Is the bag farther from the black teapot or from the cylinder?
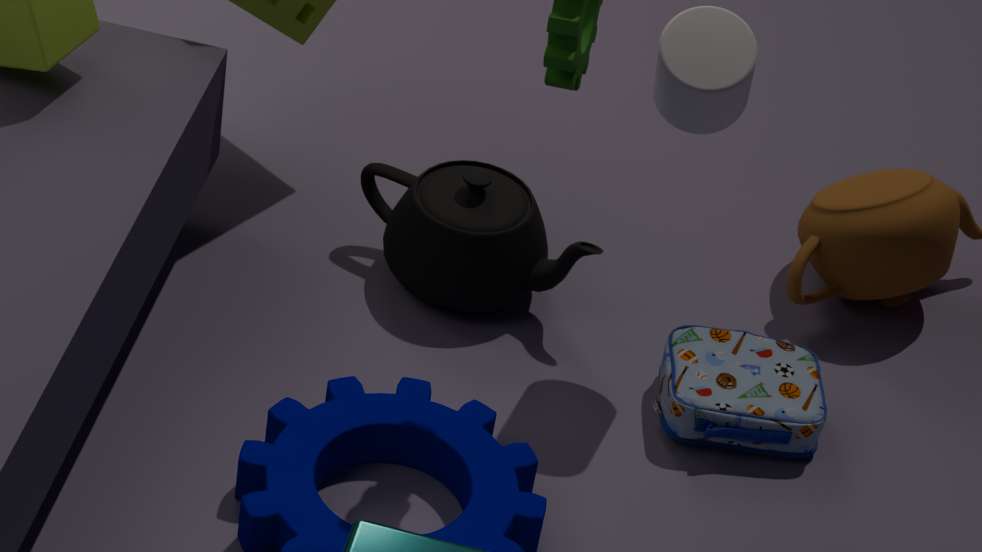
the cylinder
